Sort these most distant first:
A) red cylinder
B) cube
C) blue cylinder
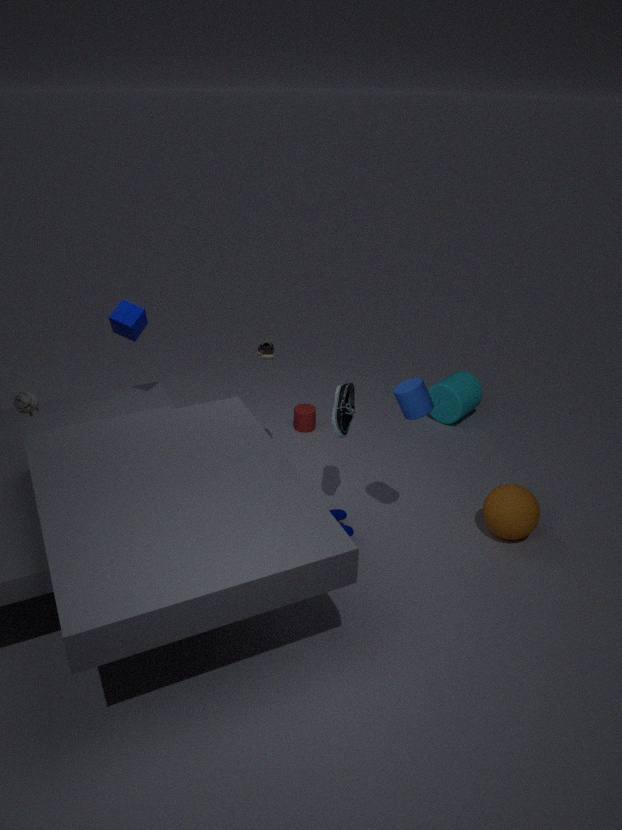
red cylinder → cube → blue cylinder
